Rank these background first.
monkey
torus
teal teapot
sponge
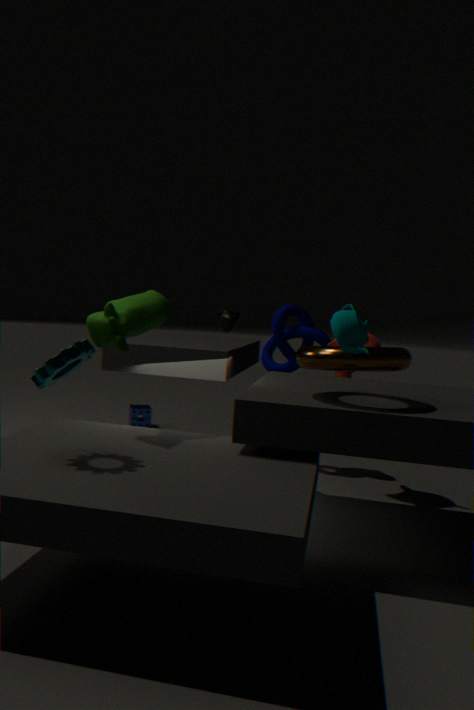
sponge
monkey
torus
teal teapot
